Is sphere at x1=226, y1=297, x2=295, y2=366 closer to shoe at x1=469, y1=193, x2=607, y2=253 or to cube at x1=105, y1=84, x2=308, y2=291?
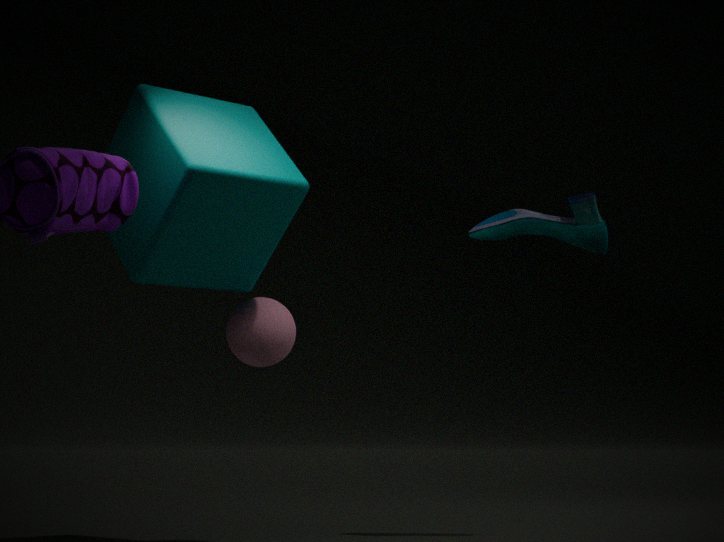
cube at x1=105, y1=84, x2=308, y2=291
